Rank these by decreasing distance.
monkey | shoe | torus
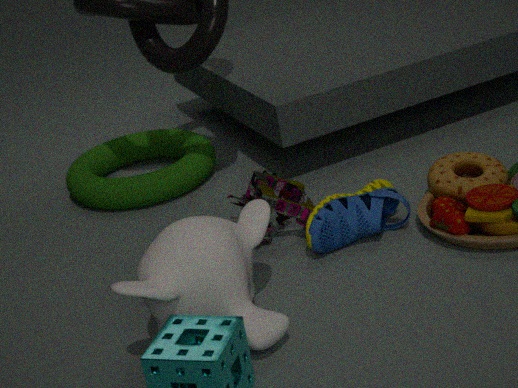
torus → shoe → monkey
